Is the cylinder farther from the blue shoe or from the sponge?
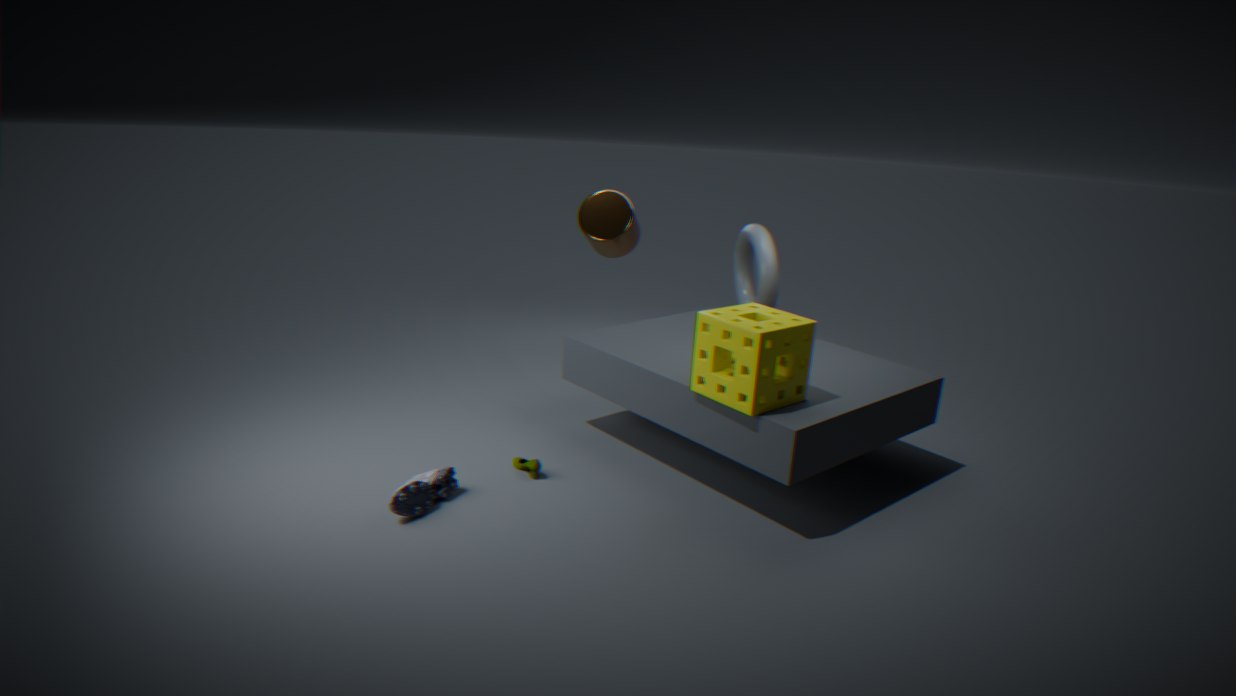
the blue shoe
